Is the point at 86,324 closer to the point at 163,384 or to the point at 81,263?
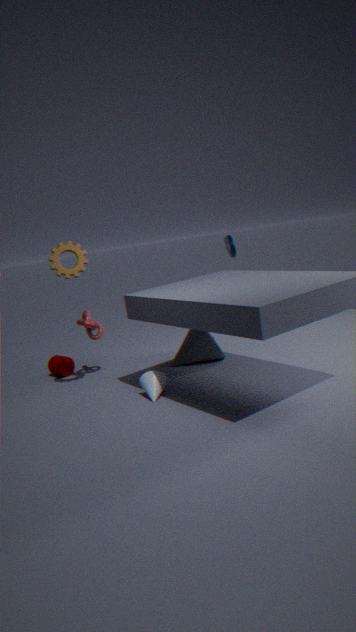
the point at 81,263
